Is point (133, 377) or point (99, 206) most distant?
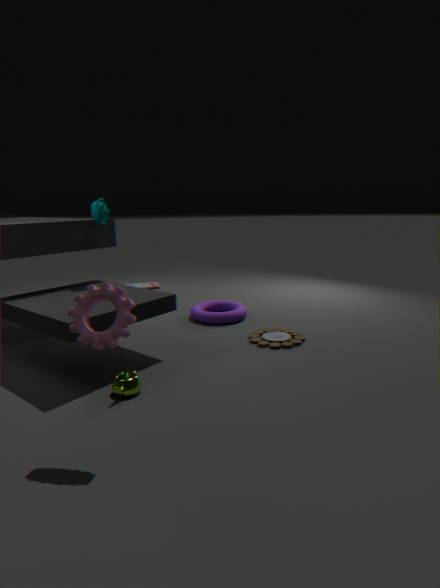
point (99, 206)
